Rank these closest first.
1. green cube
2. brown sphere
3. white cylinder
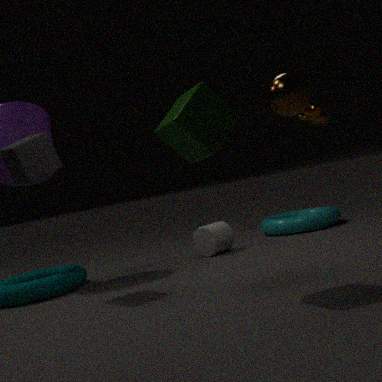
green cube → brown sphere → white cylinder
